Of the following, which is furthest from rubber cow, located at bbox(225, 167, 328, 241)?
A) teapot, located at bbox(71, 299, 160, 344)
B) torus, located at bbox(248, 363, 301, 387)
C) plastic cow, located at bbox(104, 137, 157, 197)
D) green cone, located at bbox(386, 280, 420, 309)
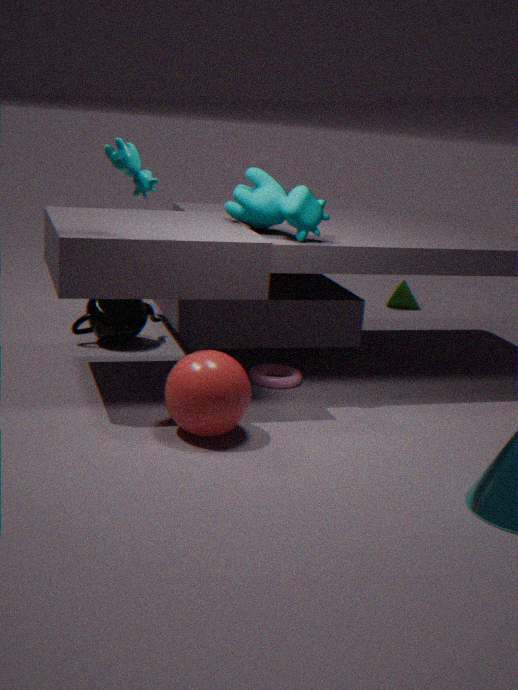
green cone, located at bbox(386, 280, 420, 309)
